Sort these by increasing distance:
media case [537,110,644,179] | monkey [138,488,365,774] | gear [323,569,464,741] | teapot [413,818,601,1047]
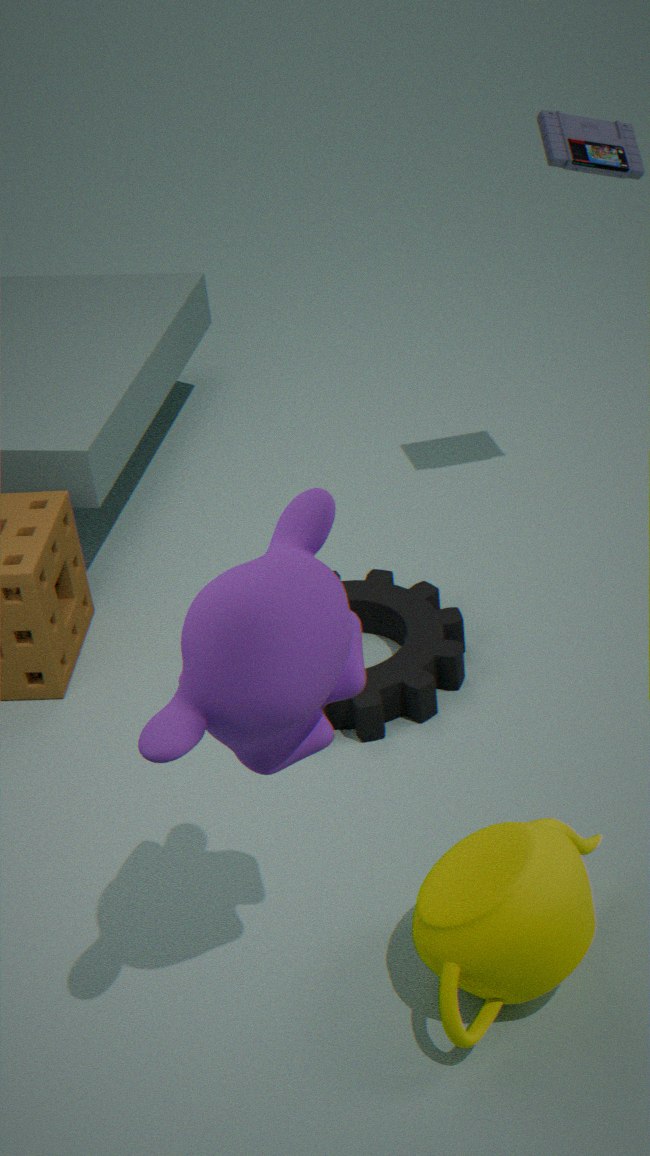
monkey [138,488,365,774], teapot [413,818,601,1047], gear [323,569,464,741], media case [537,110,644,179]
